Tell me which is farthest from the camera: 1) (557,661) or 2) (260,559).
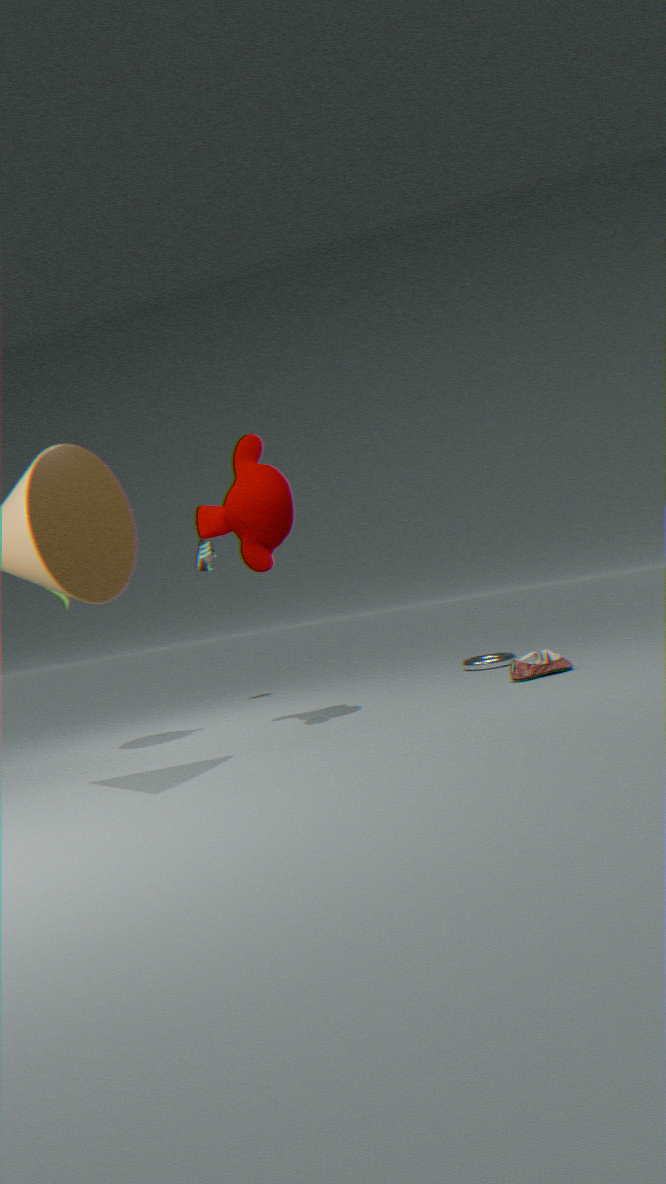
1. (557,661)
